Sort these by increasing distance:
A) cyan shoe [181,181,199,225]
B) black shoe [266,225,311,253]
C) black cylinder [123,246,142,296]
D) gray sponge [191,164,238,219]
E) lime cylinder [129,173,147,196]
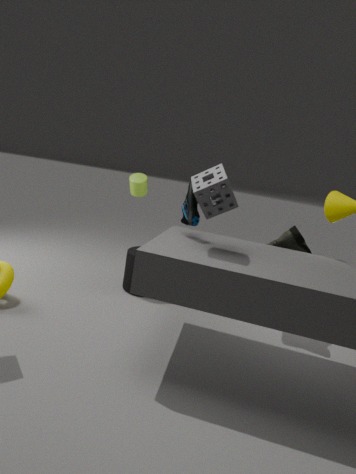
gray sponge [191,164,238,219]
cyan shoe [181,181,199,225]
black shoe [266,225,311,253]
black cylinder [123,246,142,296]
lime cylinder [129,173,147,196]
